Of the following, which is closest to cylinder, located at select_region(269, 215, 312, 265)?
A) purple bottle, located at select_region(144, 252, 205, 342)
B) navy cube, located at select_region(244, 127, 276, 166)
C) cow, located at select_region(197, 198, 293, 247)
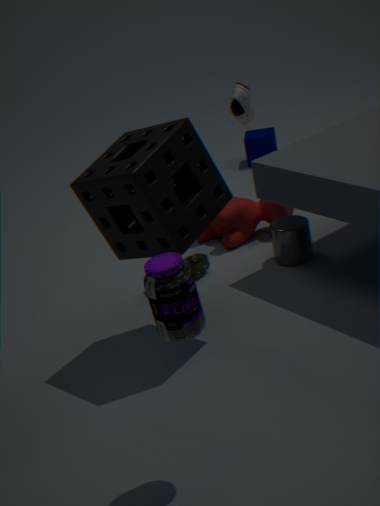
cow, located at select_region(197, 198, 293, 247)
